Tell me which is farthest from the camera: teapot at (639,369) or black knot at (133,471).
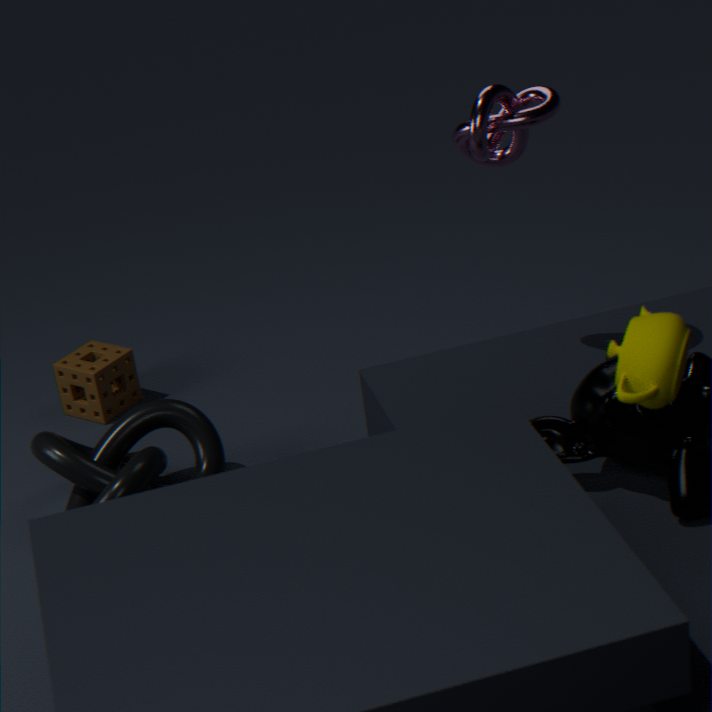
black knot at (133,471)
